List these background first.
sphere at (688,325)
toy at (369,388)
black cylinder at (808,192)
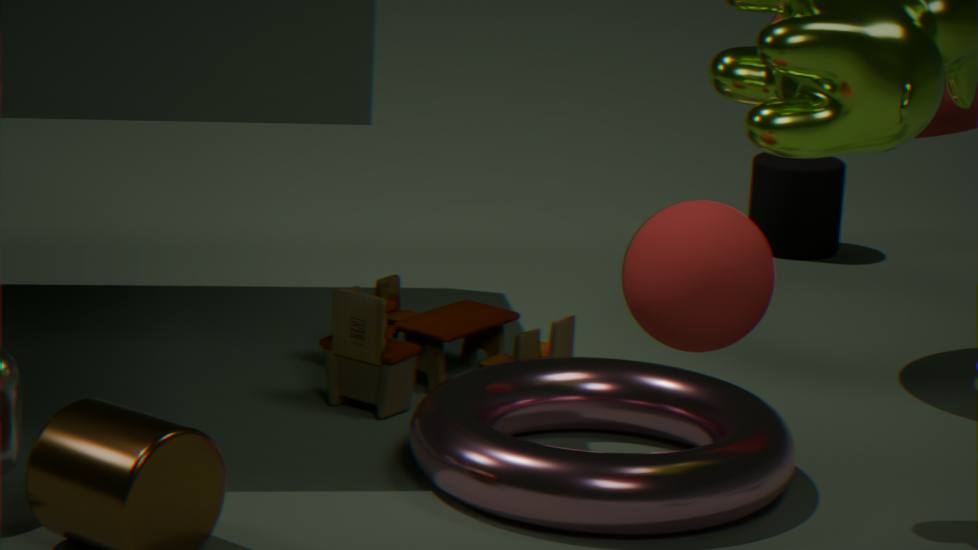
black cylinder at (808,192)
toy at (369,388)
sphere at (688,325)
